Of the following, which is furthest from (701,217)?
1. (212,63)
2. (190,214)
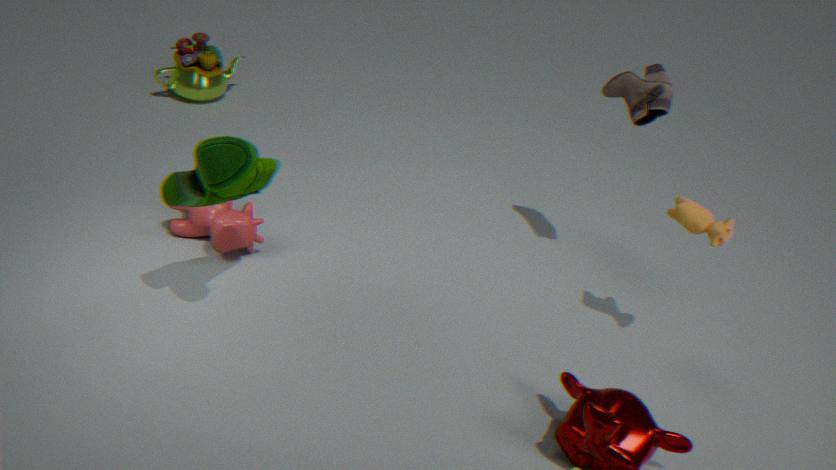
(212,63)
